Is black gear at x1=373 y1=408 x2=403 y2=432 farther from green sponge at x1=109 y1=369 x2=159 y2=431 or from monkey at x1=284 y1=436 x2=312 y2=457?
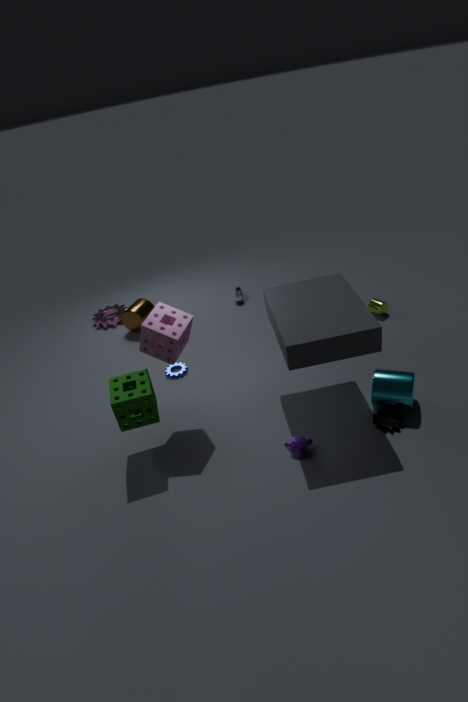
green sponge at x1=109 y1=369 x2=159 y2=431
